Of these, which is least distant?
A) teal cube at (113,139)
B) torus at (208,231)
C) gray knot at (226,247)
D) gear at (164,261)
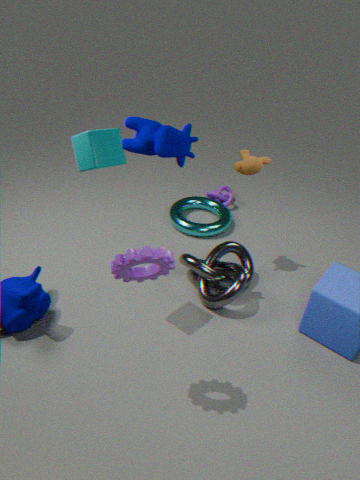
gear at (164,261)
